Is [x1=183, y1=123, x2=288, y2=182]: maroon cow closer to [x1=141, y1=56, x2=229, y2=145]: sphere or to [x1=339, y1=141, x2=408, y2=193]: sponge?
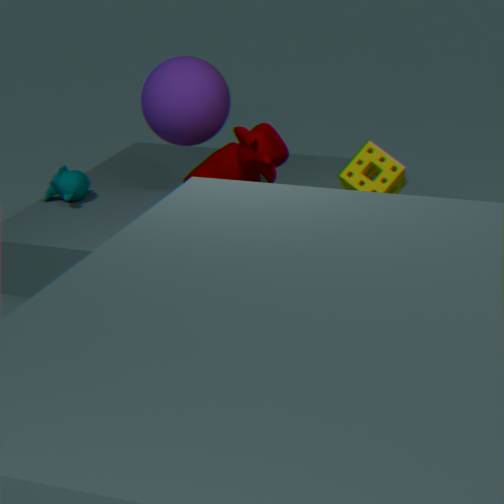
[x1=141, y1=56, x2=229, y2=145]: sphere
